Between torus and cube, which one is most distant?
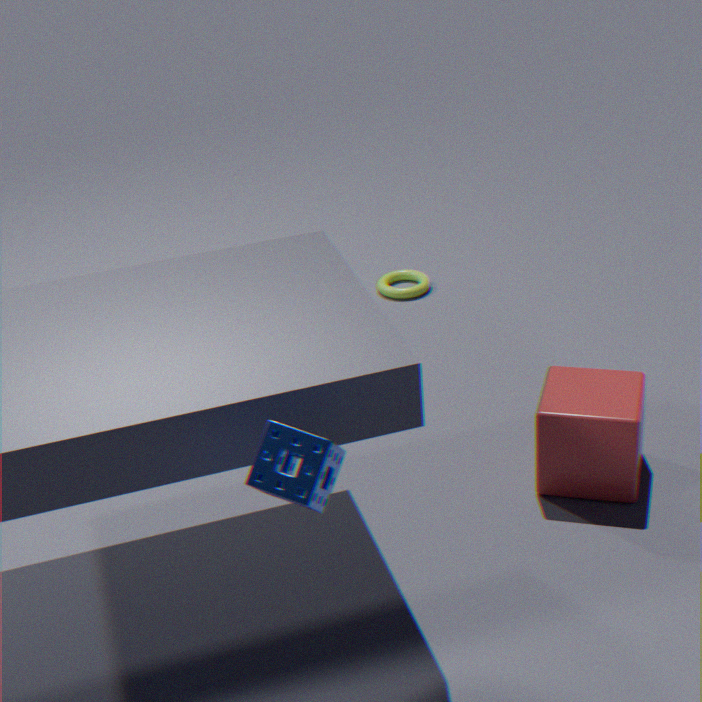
torus
